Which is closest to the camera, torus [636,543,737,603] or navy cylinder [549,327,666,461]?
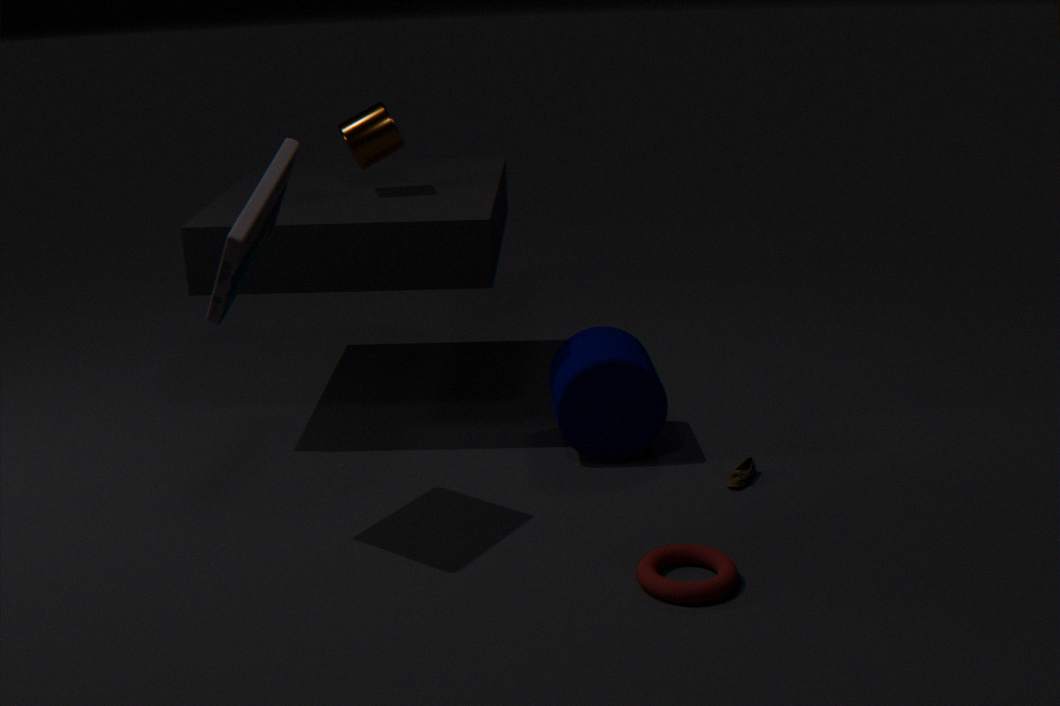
torus [636,543,737,603]
